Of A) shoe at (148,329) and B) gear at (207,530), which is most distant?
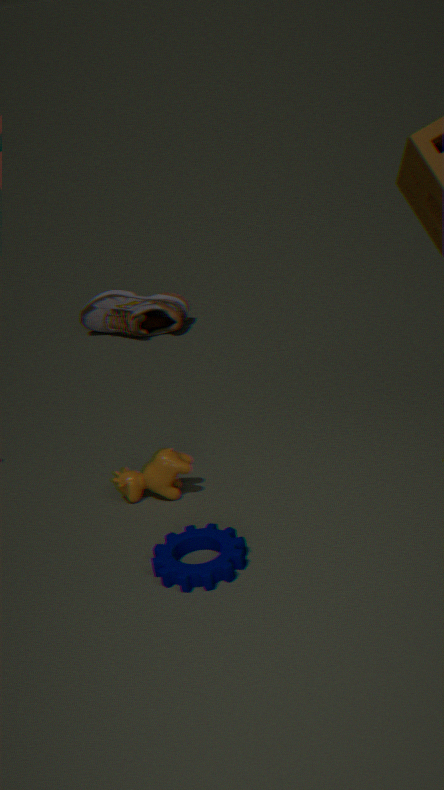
A. shoe at (148,329)
